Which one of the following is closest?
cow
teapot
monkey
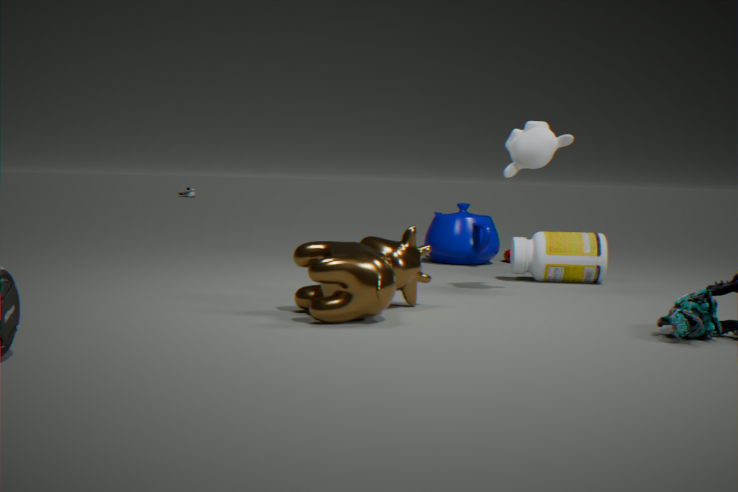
cow
